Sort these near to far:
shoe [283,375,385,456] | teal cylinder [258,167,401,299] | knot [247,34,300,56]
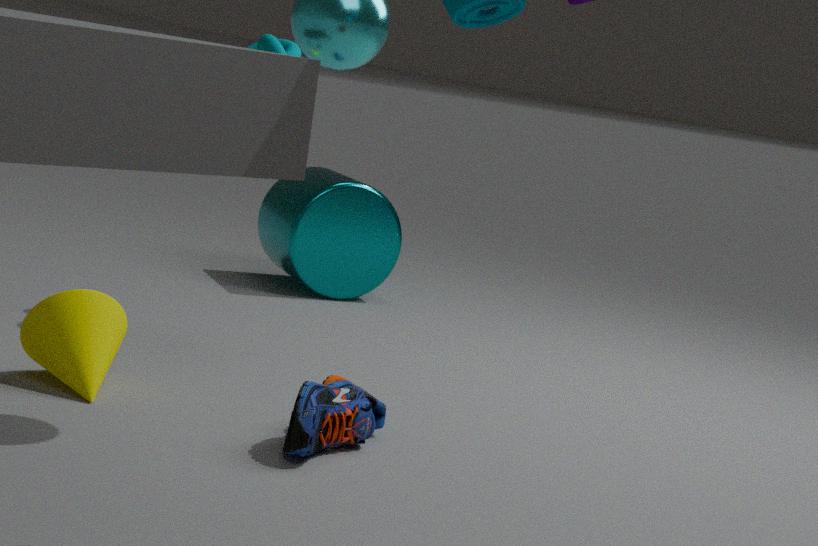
shoe [283,375,385,456], knot [247,34,300,56], teal cylinder [258,167,401,299]
